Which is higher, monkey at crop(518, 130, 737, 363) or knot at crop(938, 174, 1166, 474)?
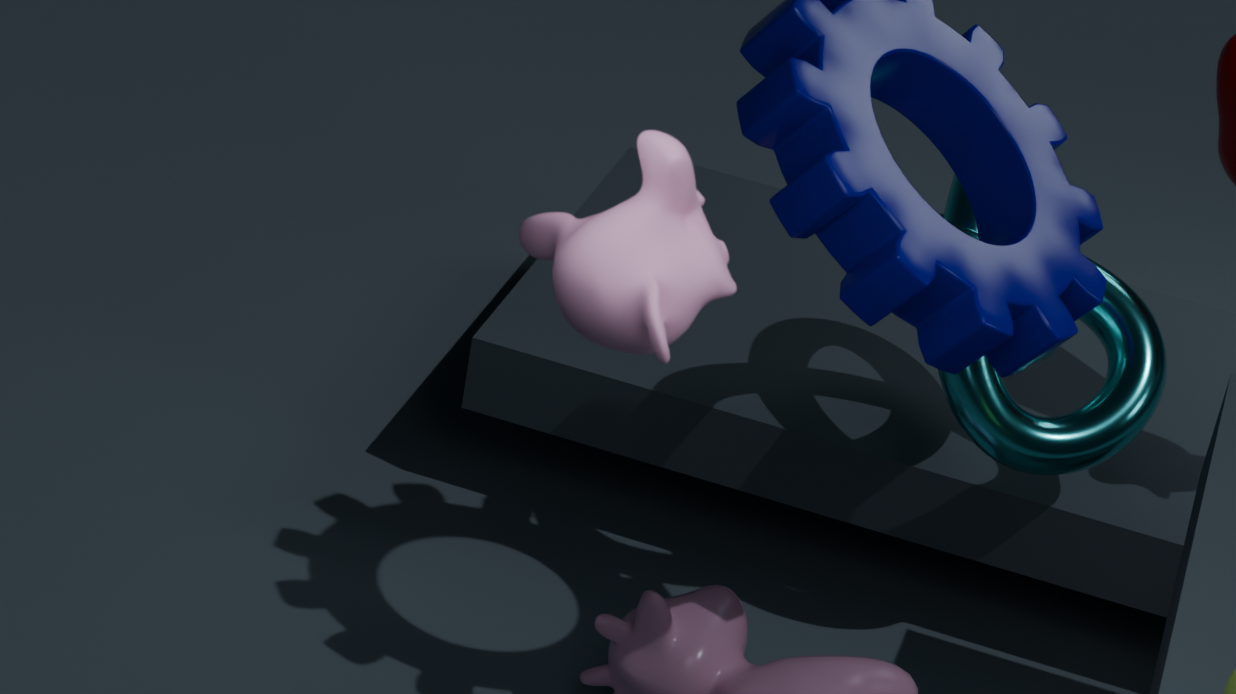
monkey at crop(518, 130, 737, 363)
